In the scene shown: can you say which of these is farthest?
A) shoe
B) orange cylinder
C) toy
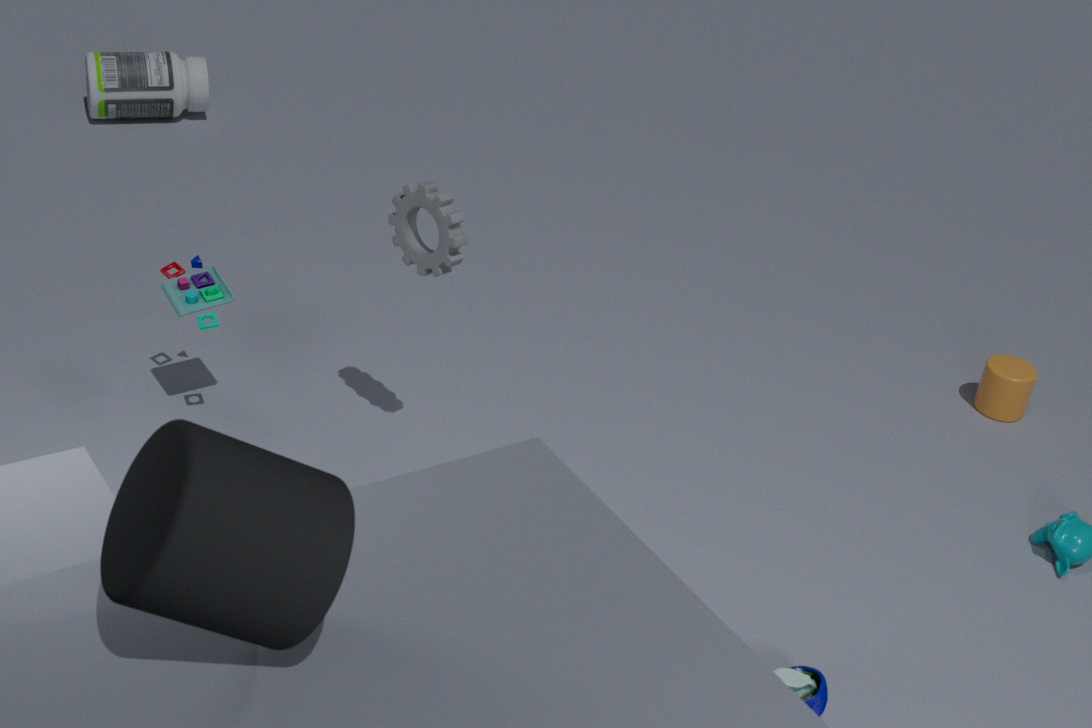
orange cylinder
